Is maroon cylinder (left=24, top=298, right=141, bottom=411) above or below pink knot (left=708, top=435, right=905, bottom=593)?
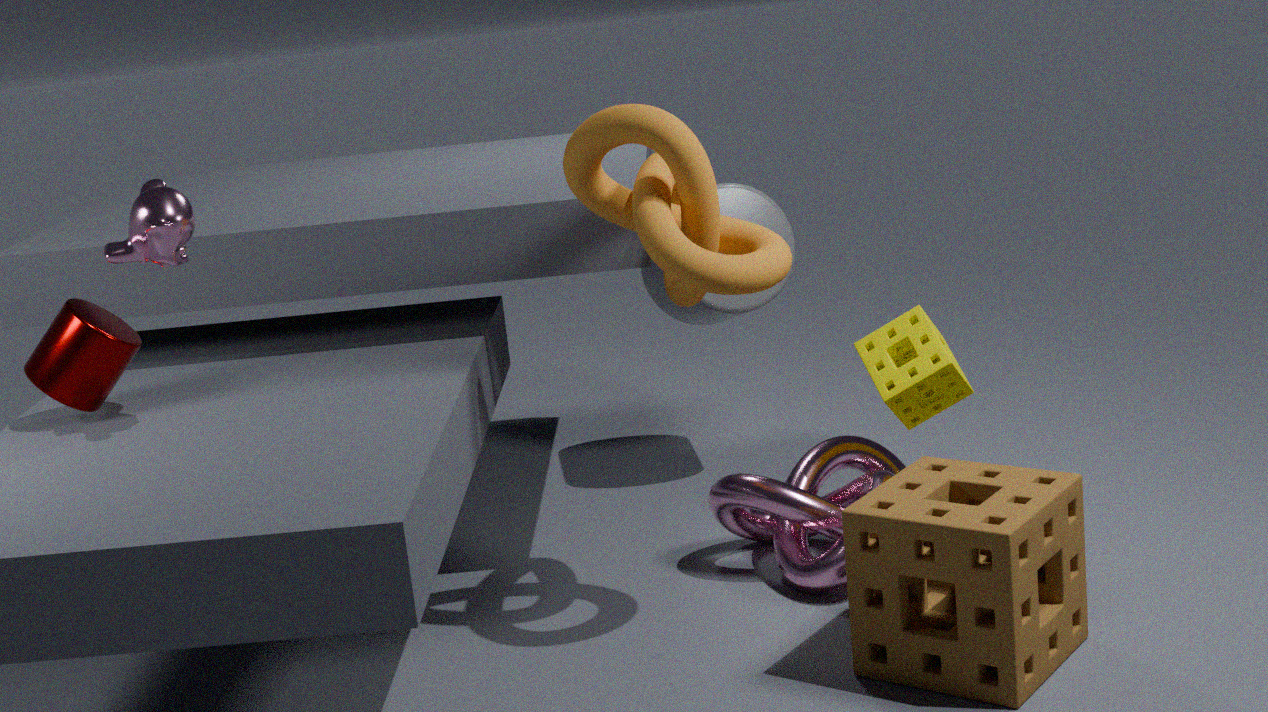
above
